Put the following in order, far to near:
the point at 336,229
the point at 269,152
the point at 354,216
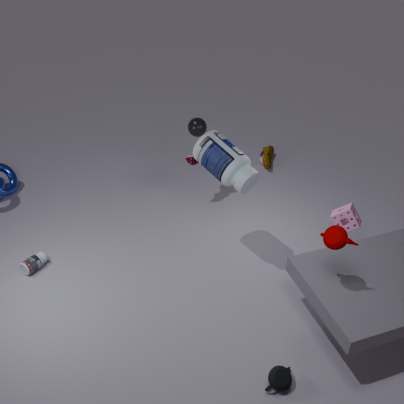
the point at 269,152
the point at 354,216
the point at 336,229
